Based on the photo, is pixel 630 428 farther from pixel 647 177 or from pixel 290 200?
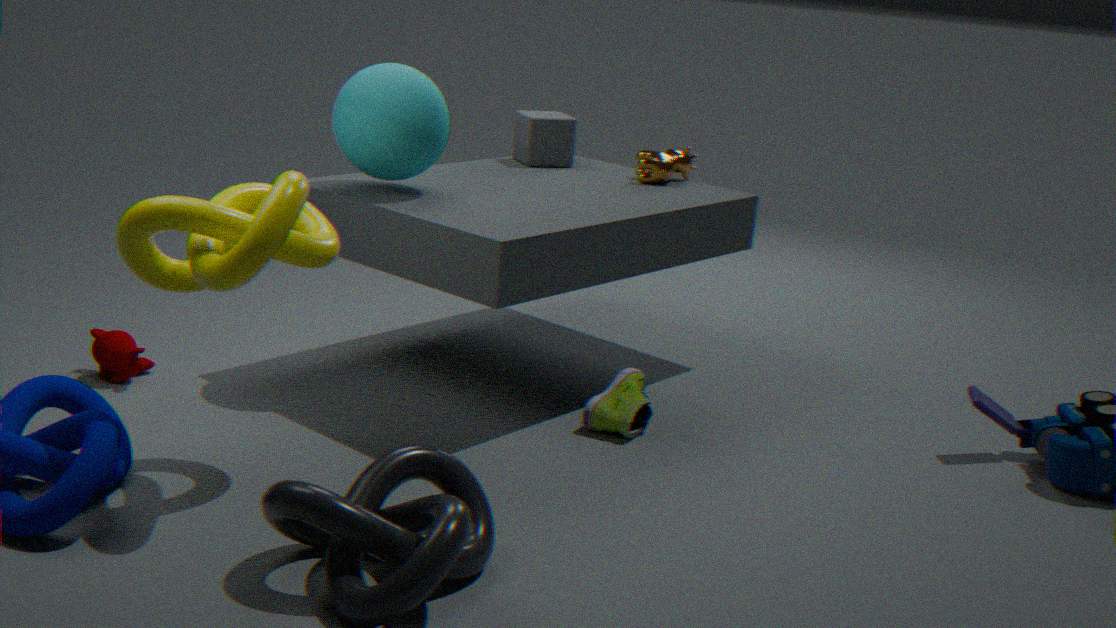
pixel 290 200
